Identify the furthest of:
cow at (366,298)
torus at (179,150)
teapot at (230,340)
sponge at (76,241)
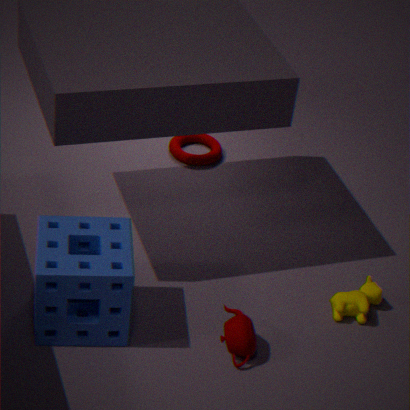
torus at (179,150)
